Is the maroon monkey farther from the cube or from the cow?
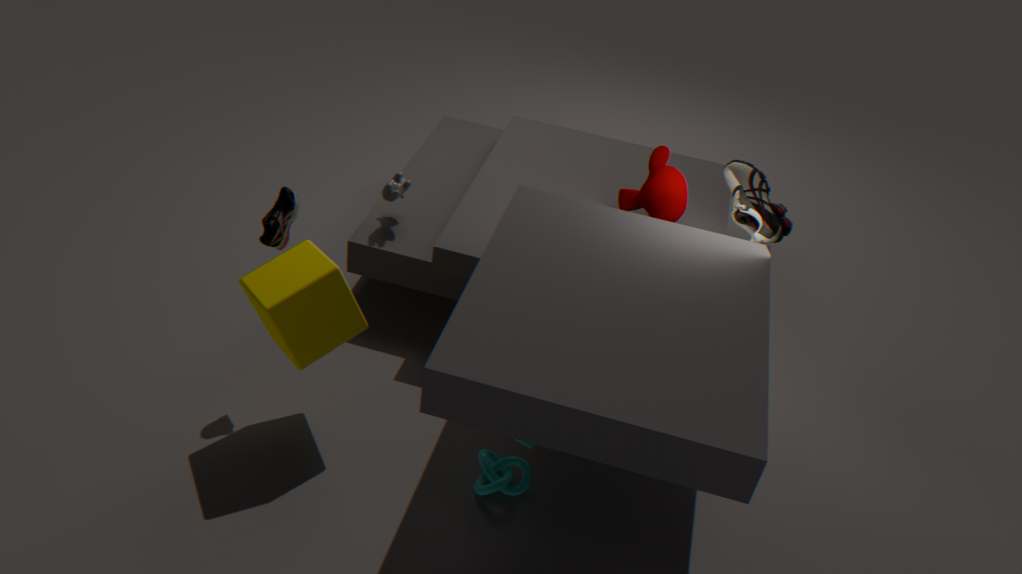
the cube
